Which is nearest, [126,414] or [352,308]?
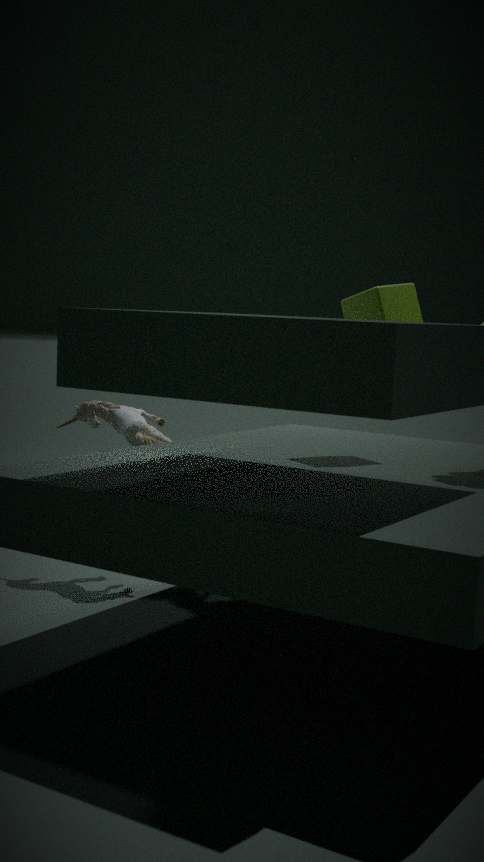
[352,308]
